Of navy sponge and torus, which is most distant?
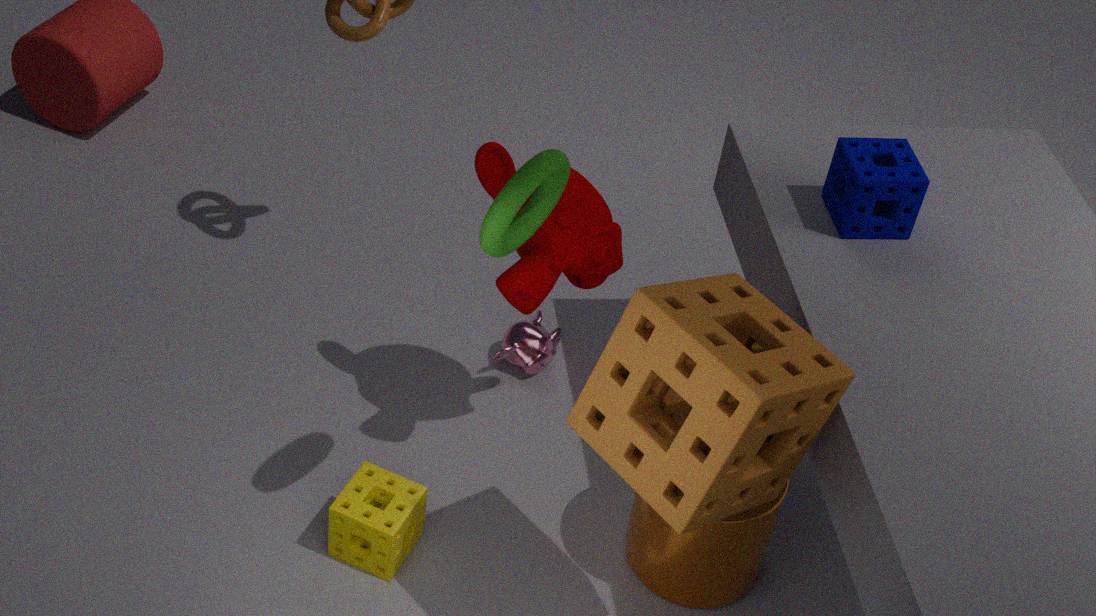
navy sponge
